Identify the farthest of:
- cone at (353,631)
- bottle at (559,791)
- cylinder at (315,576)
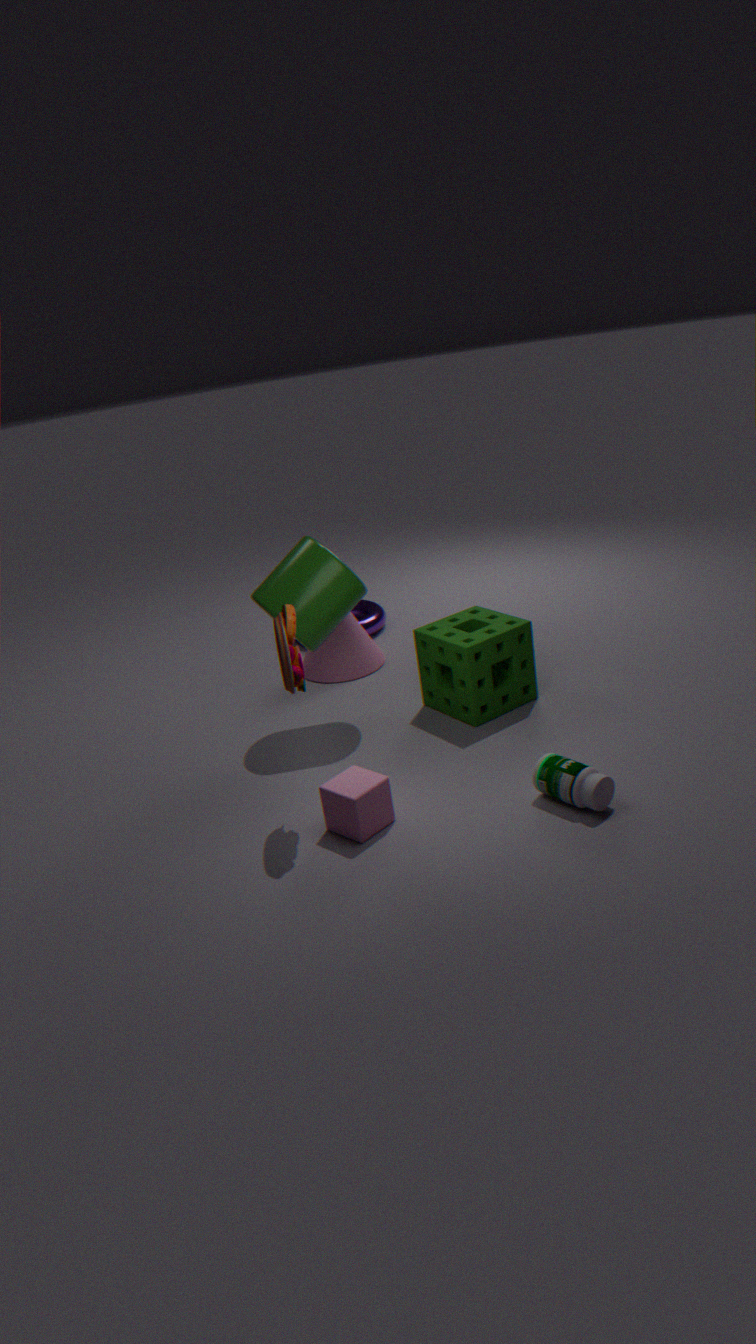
cone at (353,631)
